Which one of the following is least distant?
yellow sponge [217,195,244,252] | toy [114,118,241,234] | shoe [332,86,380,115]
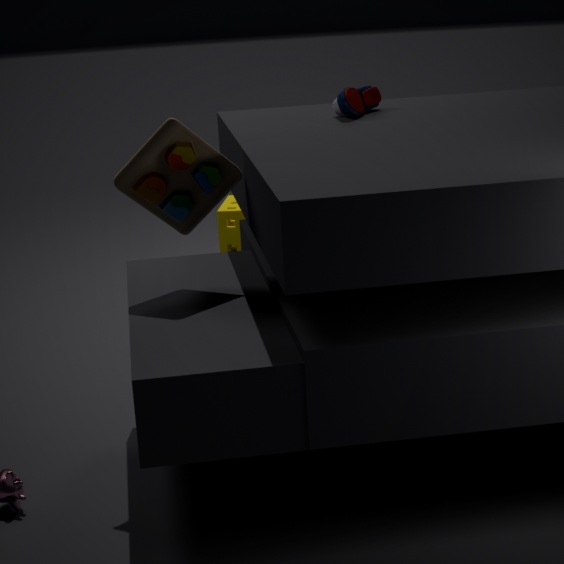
toy [114,118,241,234]
